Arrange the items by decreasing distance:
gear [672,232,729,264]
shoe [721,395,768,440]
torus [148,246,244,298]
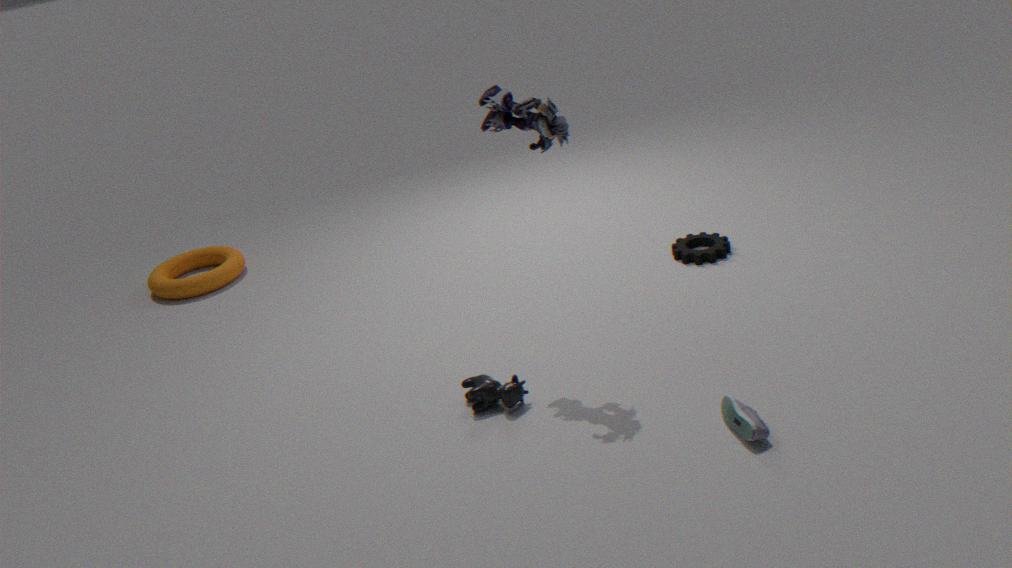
torus [148,246,244,298] → gear [672,232,729,264] → shoe [721,395,768,440]
